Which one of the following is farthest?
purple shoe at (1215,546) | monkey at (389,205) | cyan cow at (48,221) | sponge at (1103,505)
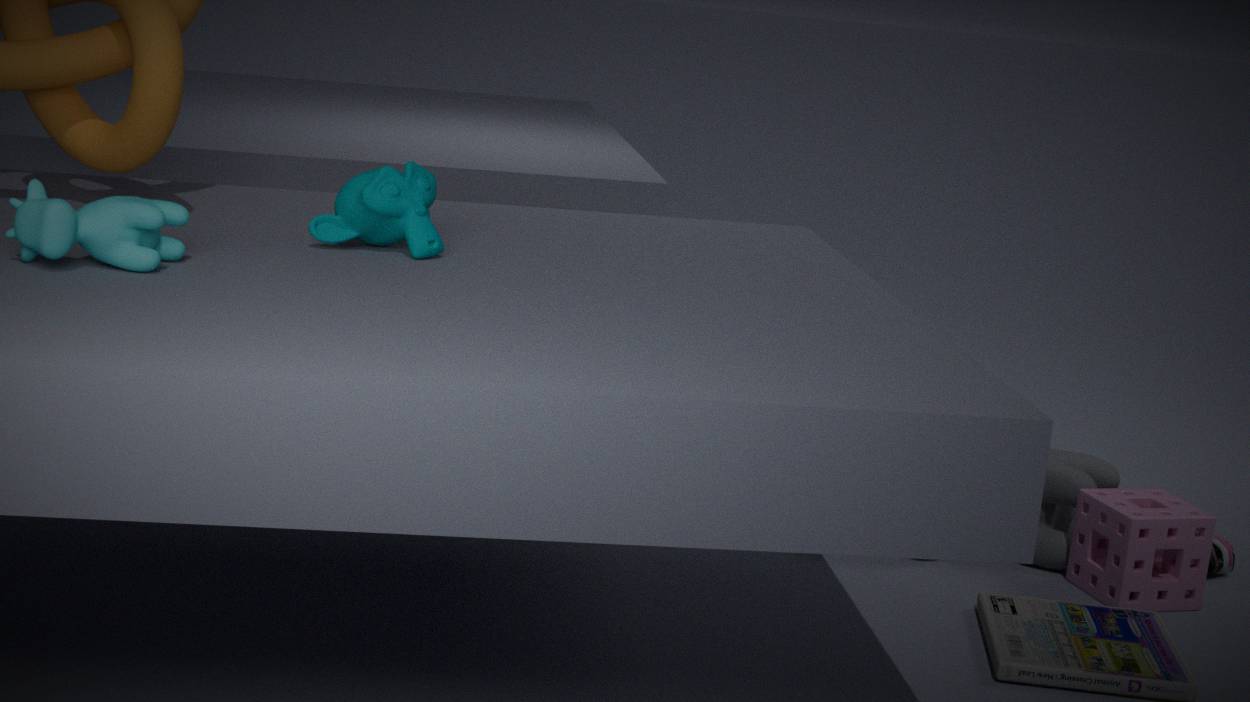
purple shoe at (1215,546)
